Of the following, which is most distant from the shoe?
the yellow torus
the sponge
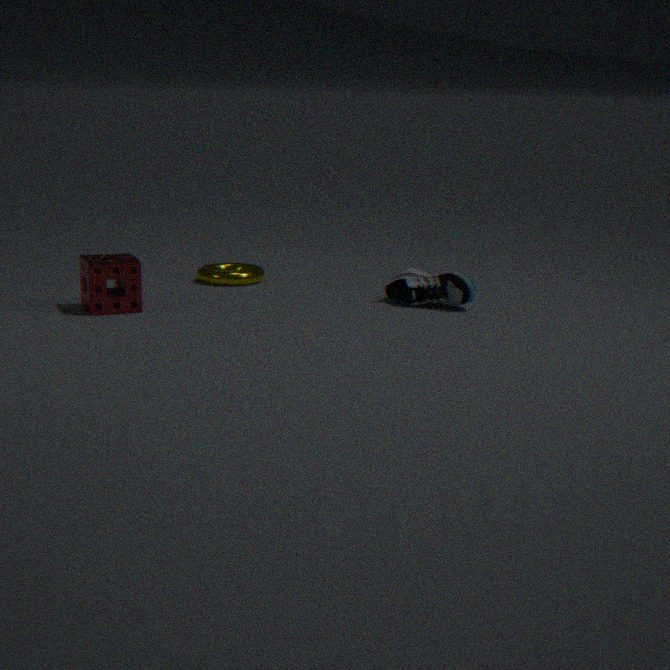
the sponge
